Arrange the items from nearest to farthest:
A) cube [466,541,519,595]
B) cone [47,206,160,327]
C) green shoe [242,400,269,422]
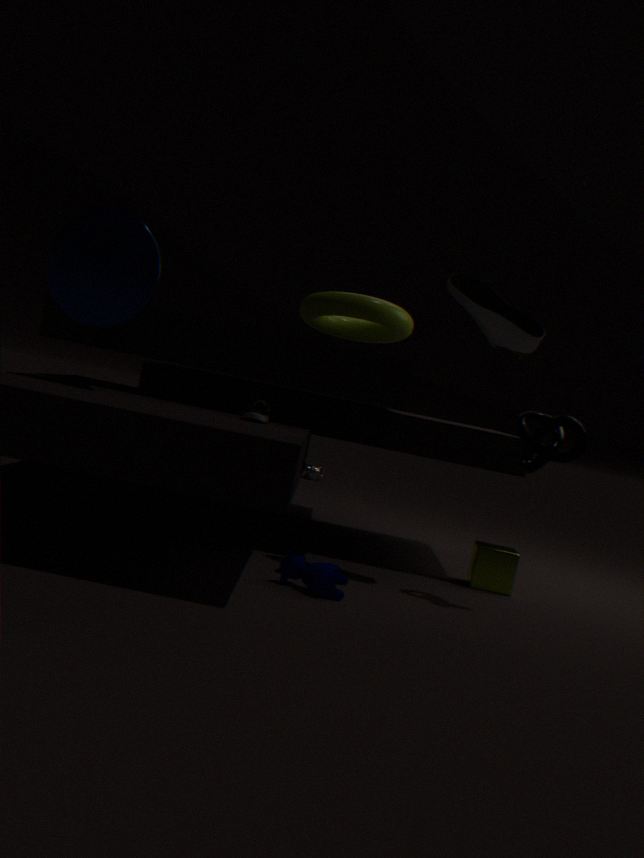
cone [47,206,160,327] < green shoe [242,400,269,422] < cube [466,541,519,595]
